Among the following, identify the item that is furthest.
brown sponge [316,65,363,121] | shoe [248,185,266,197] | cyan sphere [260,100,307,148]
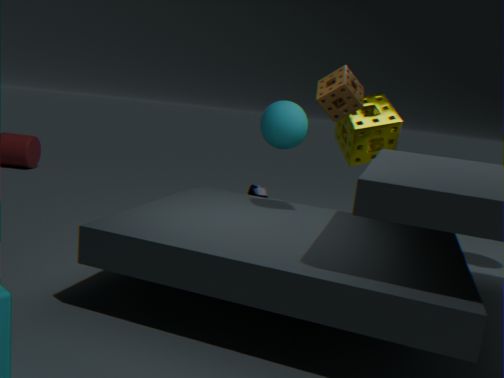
shoe [248,185,266,197]
